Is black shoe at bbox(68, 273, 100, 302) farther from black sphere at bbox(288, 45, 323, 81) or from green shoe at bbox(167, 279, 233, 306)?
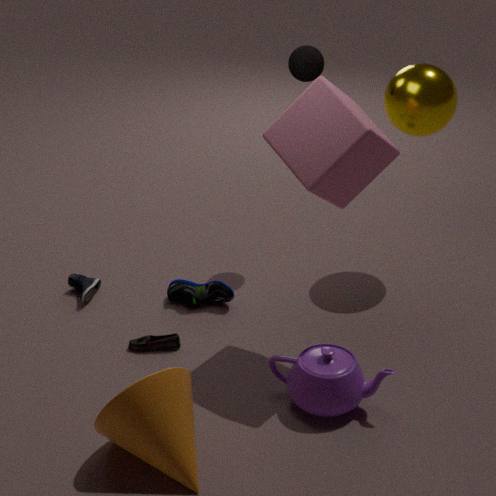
black sphere at bbox(288, 45, 323, 81)
